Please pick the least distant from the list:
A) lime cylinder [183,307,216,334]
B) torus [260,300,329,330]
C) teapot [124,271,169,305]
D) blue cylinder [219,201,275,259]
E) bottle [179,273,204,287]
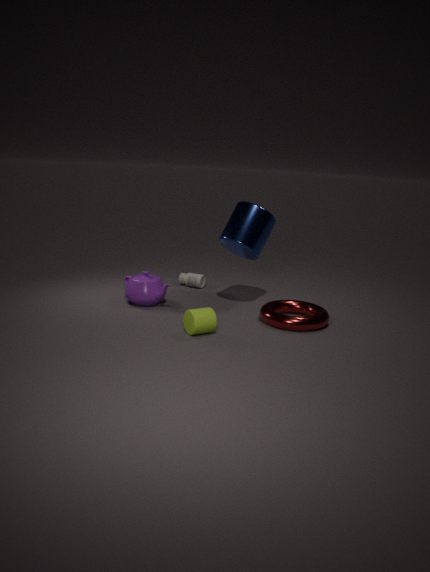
lime cylinder [183,307,216,334]
